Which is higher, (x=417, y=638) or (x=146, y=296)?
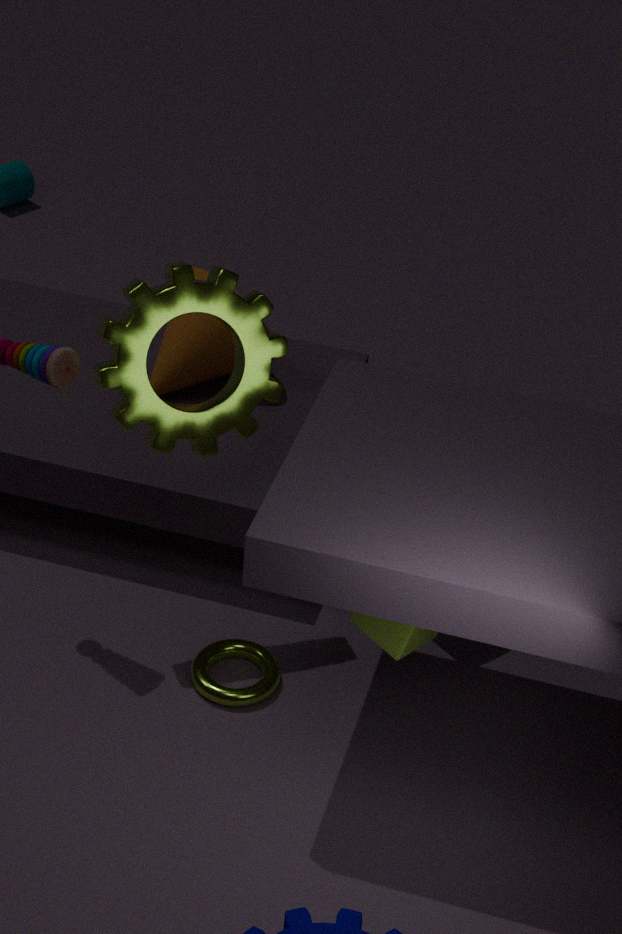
(x=146, y=296)
